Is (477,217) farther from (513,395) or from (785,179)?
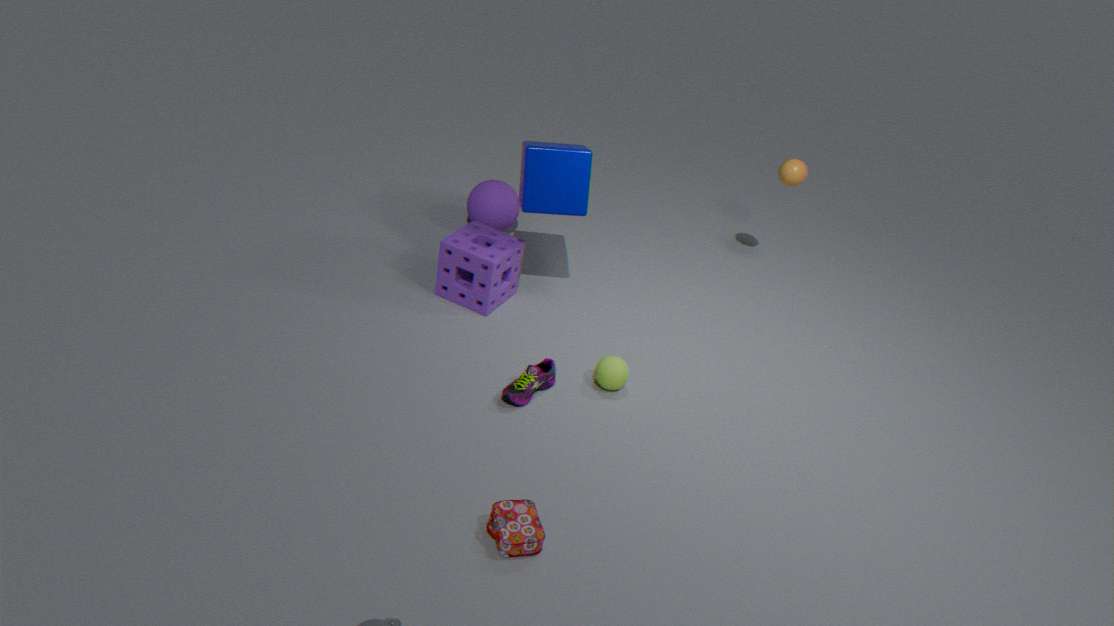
(785,179)
